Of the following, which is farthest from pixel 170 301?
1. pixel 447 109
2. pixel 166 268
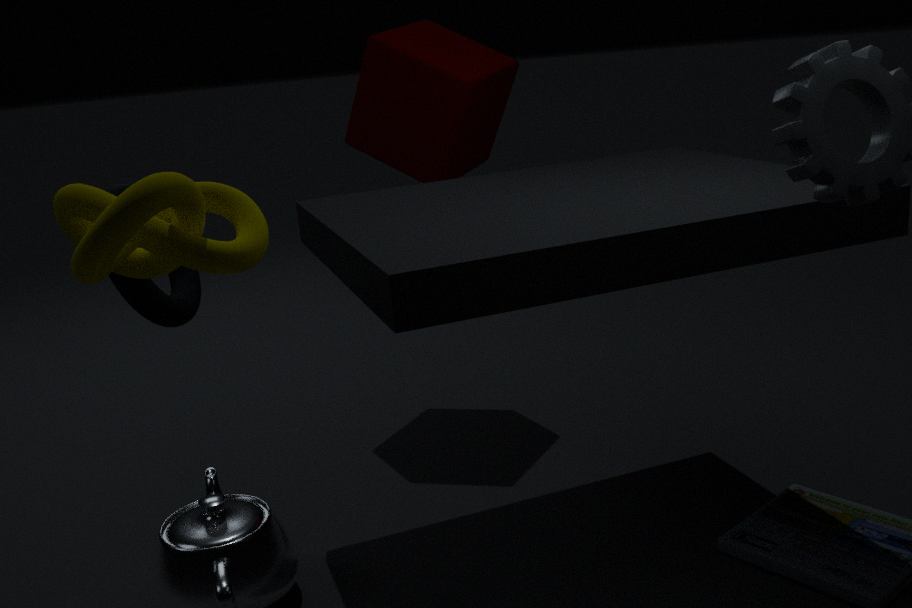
pixel 447 109
